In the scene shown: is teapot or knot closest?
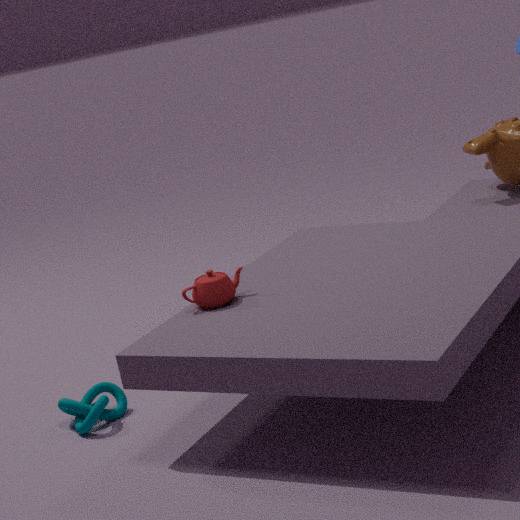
teapot
